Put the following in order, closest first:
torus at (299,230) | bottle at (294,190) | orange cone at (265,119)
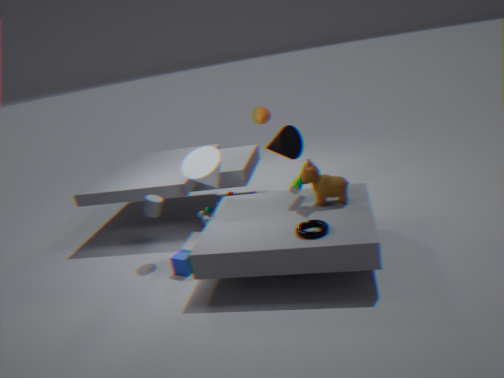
torus at (299,230), bottle at (294,190), orange cone at (265,119)
